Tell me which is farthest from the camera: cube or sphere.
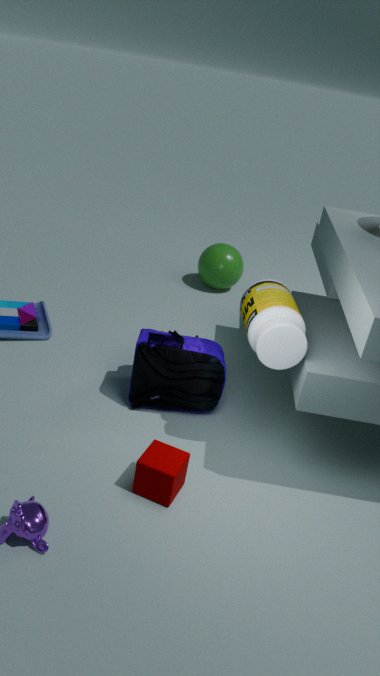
sphere
